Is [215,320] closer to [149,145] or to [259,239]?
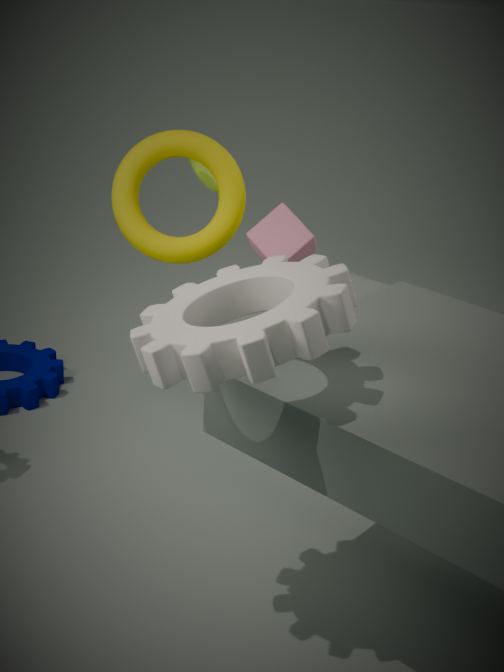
[259,239]
